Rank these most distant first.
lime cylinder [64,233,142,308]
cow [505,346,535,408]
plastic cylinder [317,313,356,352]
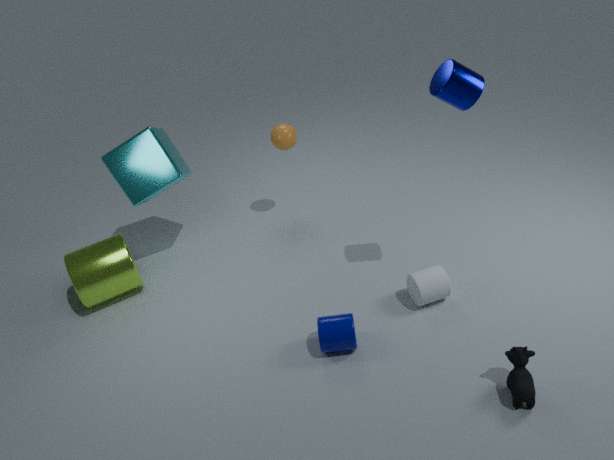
Result: lime cylinder [64,233,142,308] < plastic cylinder [317,313,356,352] < cow [505,346,535,408]
